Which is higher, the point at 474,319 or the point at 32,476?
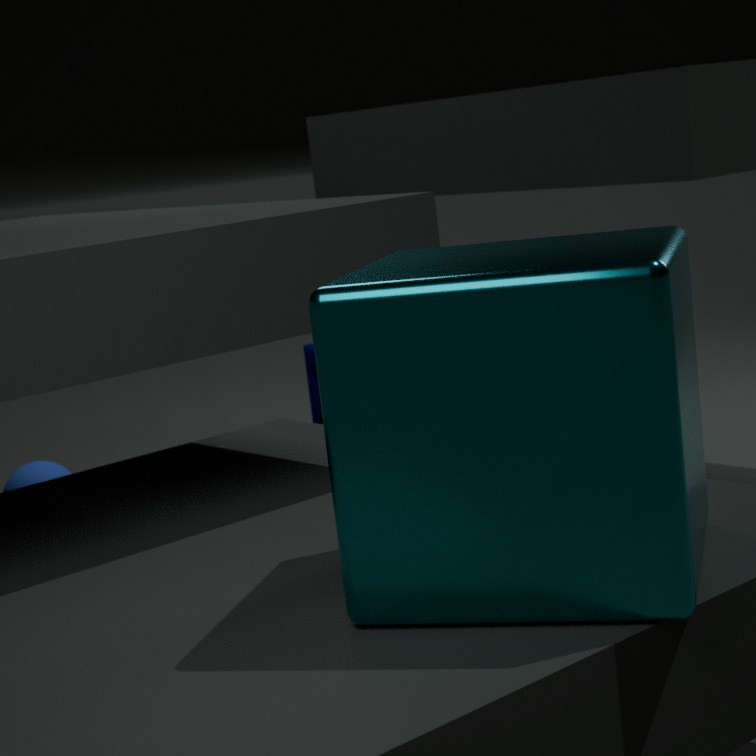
the point at 474,319
